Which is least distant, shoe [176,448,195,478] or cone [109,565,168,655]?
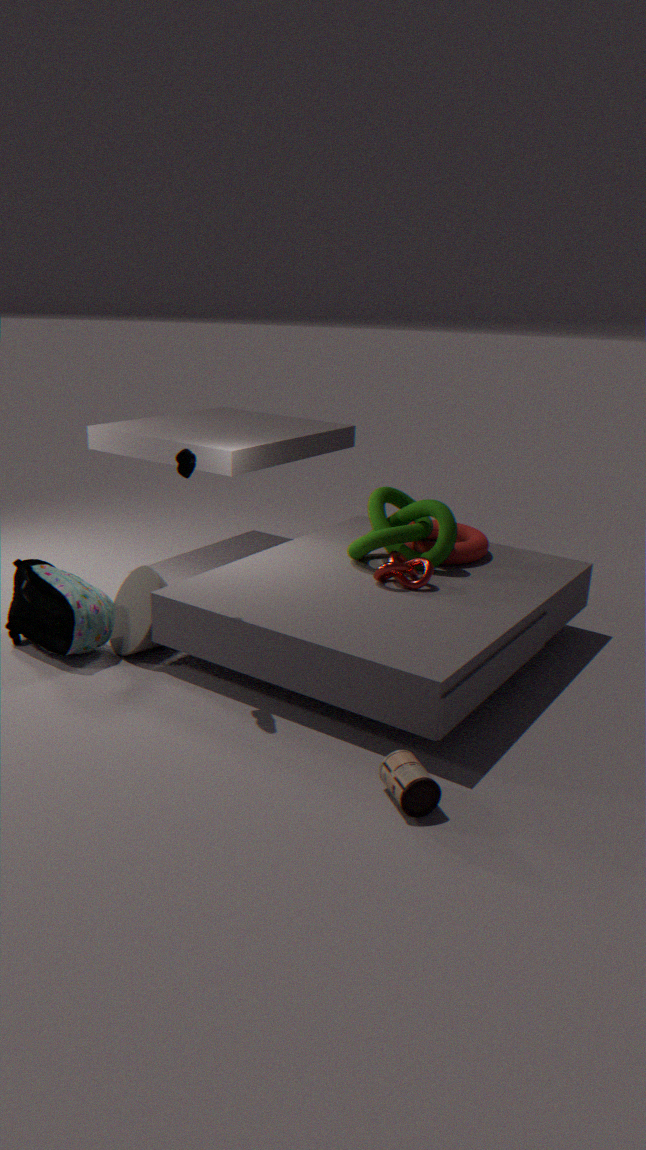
shoe [176,448,195,478]
